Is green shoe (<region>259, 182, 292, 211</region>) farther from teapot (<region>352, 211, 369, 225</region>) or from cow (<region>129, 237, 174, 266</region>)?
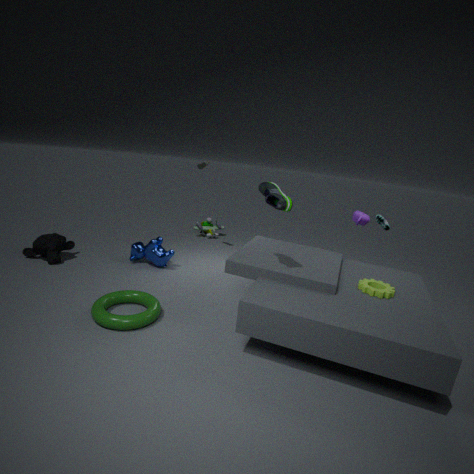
cow (<region>129, 237, 174, 266</region>)
